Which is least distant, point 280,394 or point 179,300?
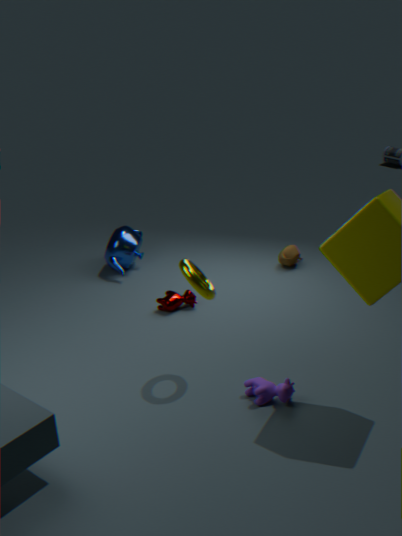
point 280,394
